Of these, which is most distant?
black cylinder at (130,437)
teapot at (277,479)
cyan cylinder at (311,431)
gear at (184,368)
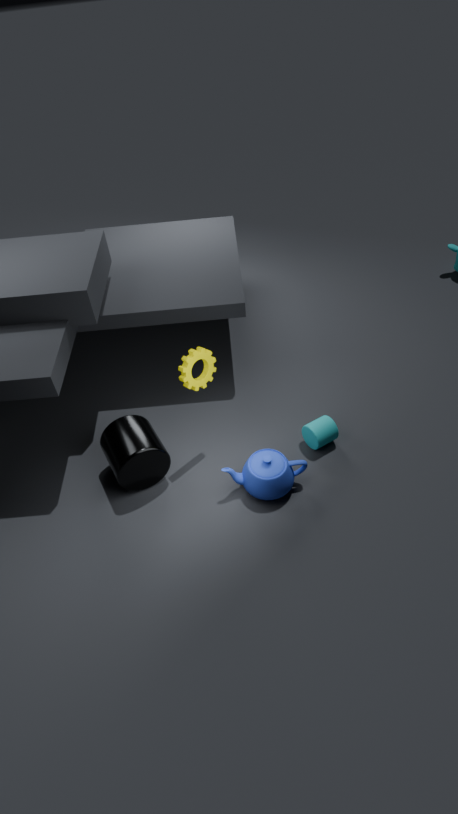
cyan cylinder at (311,431)
